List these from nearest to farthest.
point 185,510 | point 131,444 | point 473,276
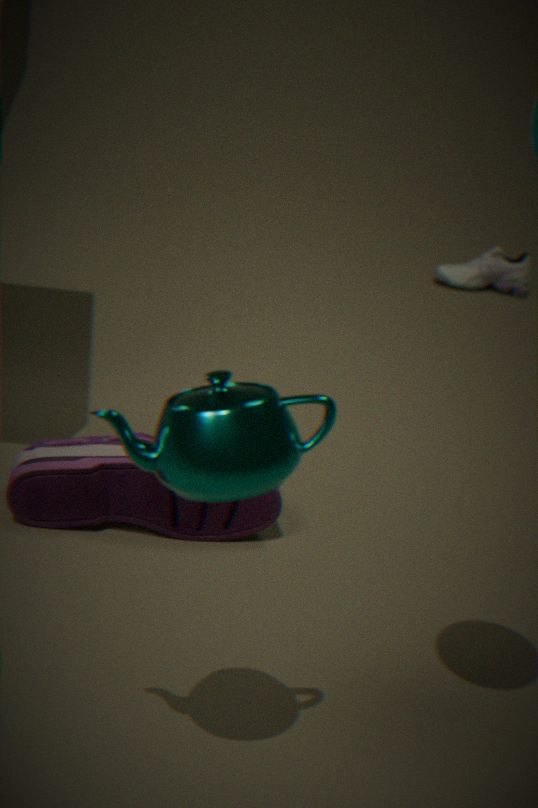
point 131,444
point 185,510
point 473,276
